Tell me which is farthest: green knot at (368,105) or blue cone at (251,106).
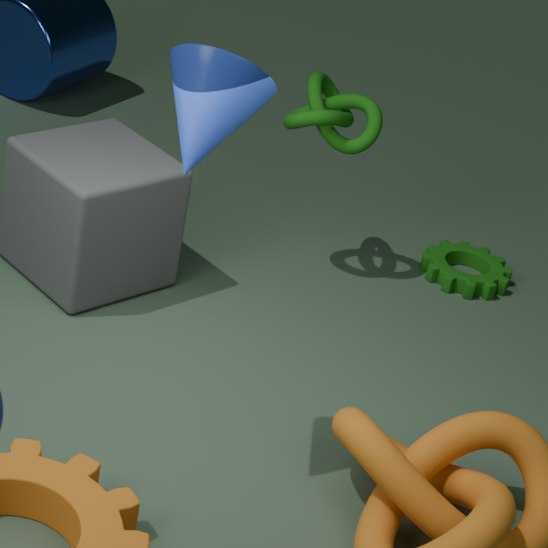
green knot at (368,105)
